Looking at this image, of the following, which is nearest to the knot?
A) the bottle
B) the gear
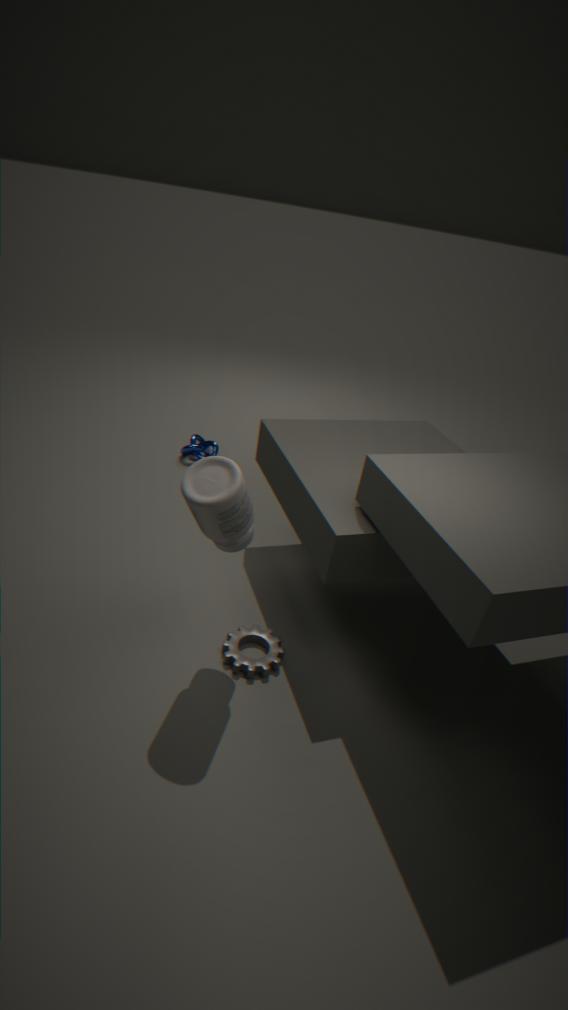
the bottle
